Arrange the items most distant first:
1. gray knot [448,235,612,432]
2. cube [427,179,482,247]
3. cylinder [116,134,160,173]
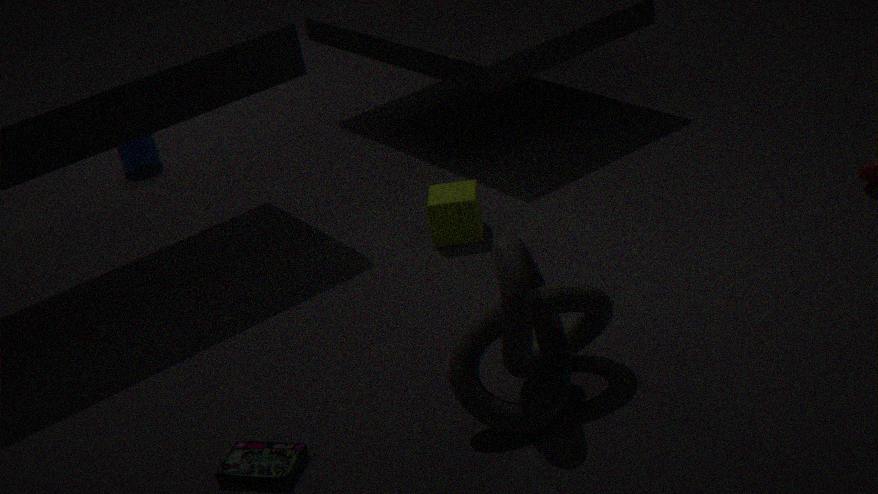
cylinder [116,134,160,173] < cube [427,179,482,247] < gray knot [448,235,612,432]
